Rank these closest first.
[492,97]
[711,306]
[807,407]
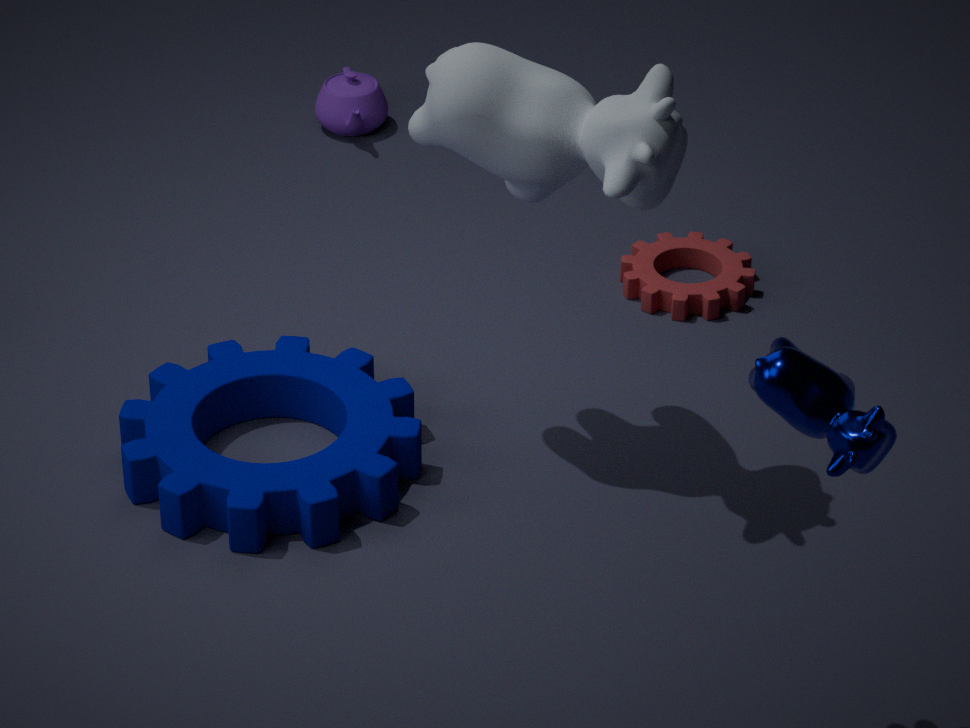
[807,407] → [492,97] → [711,306]
